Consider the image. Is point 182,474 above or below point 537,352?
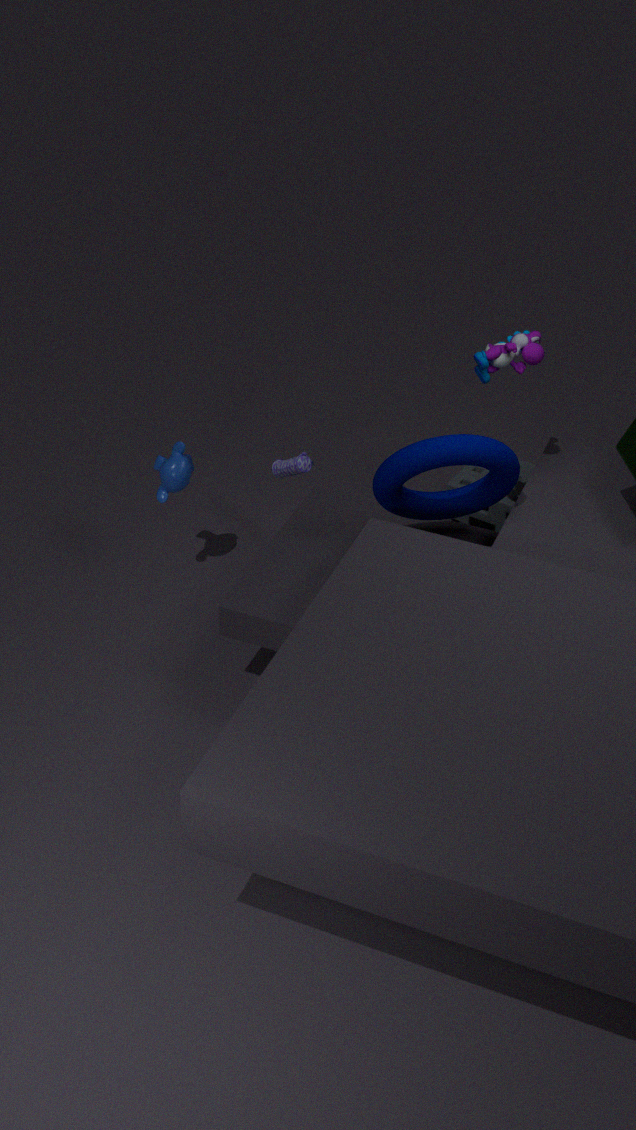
below
